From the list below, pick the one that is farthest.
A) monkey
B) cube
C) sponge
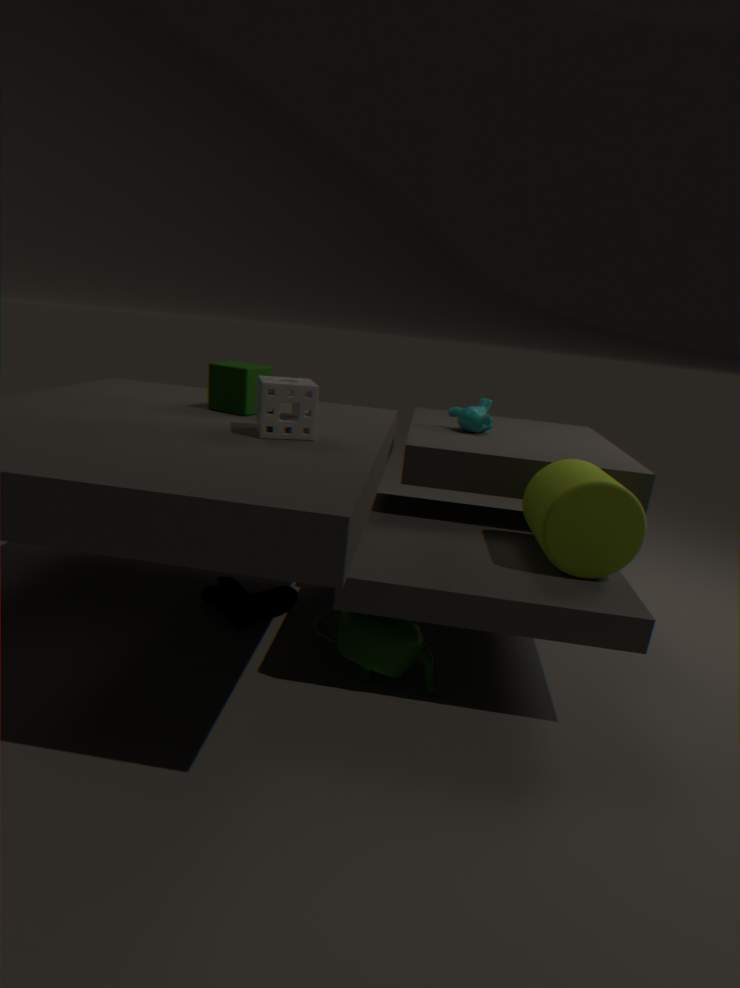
monkey
